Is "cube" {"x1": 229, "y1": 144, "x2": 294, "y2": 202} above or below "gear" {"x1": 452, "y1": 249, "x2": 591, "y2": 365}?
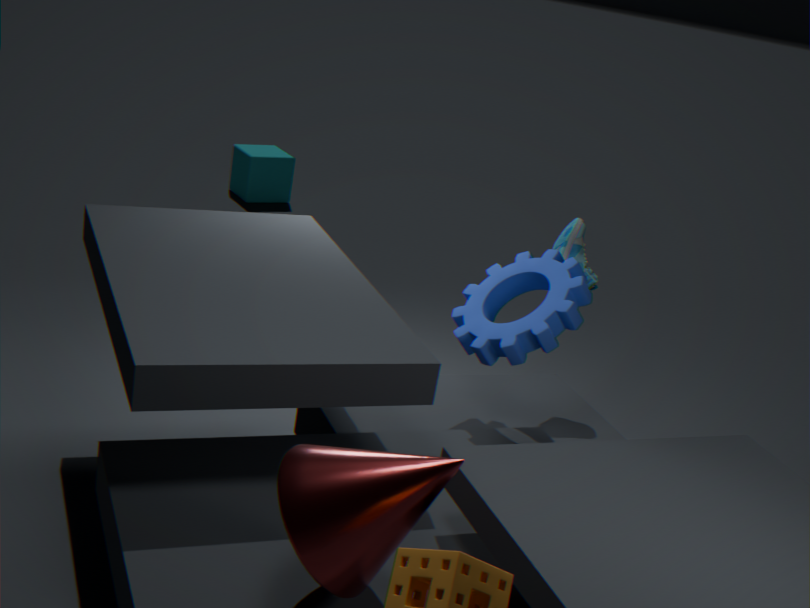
below
